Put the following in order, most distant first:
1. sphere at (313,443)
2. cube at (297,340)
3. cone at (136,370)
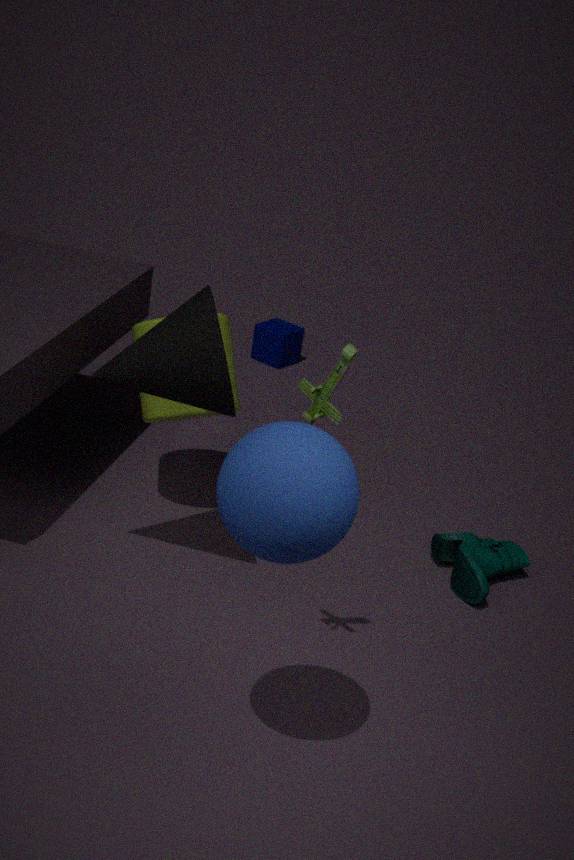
1. cube at (297,340)
2. cone at (136,370)
3. sphere at (313,443)
